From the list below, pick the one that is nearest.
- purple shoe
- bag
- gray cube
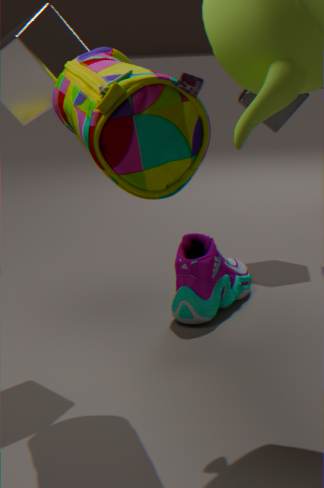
bag
